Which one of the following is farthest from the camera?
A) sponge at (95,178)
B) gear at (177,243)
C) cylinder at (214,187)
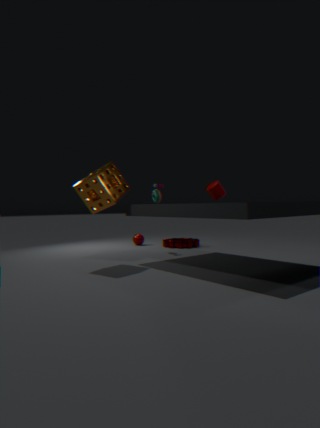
gear at (177,243)
